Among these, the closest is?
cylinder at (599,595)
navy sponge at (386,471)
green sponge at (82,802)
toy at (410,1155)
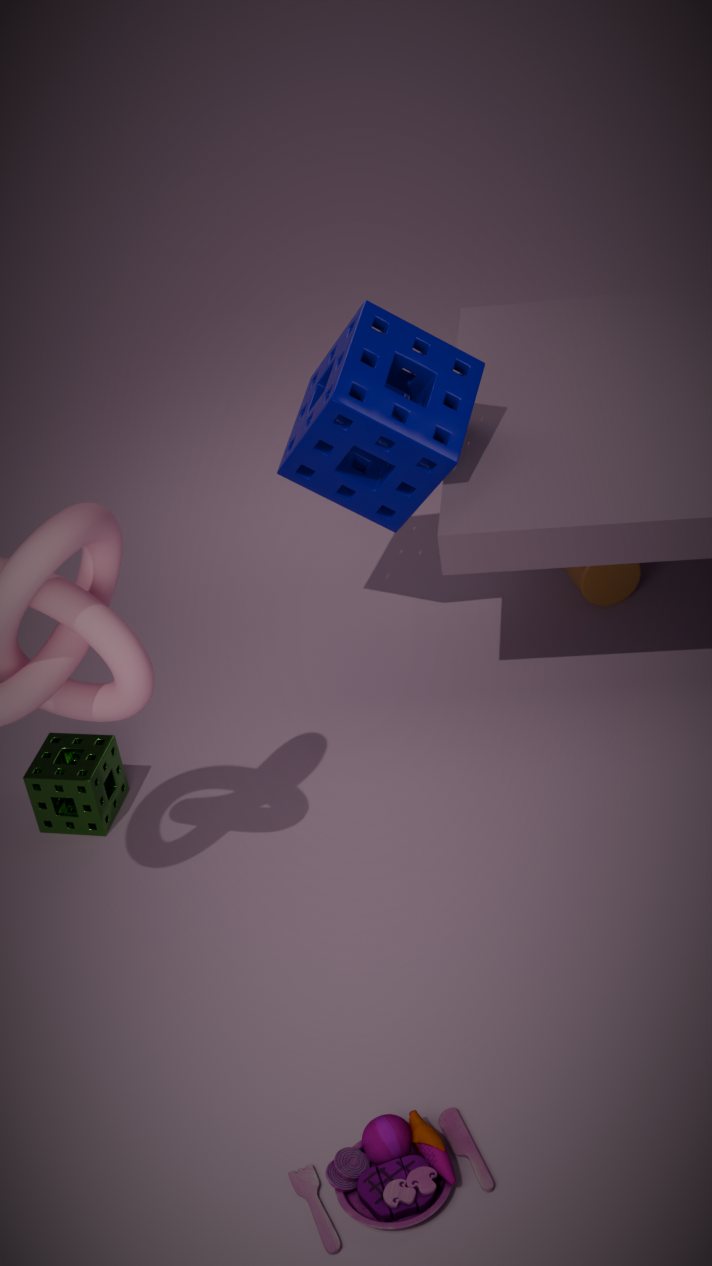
toy at (410,1155)
